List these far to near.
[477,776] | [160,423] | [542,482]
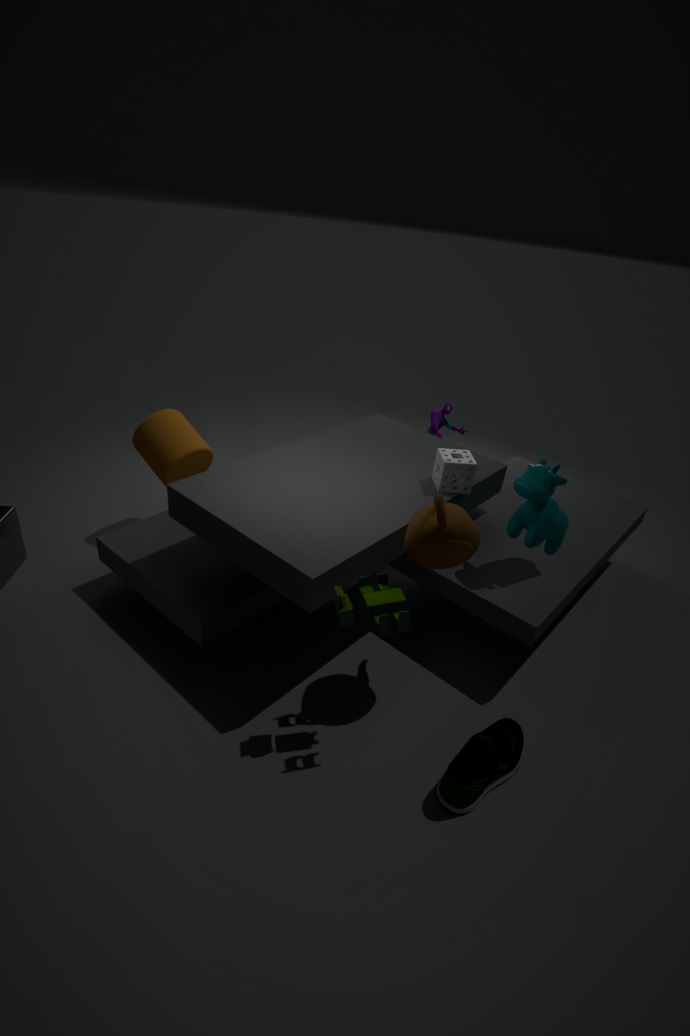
[160,423]
[542,482]
[477,776]
